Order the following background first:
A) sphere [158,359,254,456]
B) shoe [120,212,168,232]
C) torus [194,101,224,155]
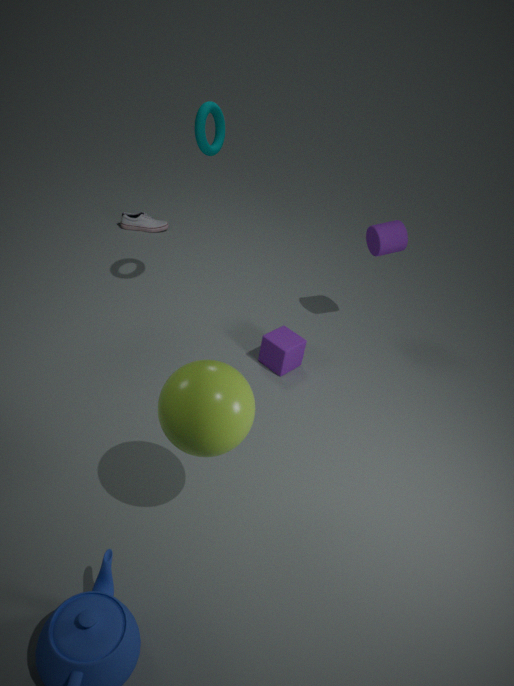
shoe [120,212,168,232]
torus [194,101,224,155]
sphere [158,359,254,456]
